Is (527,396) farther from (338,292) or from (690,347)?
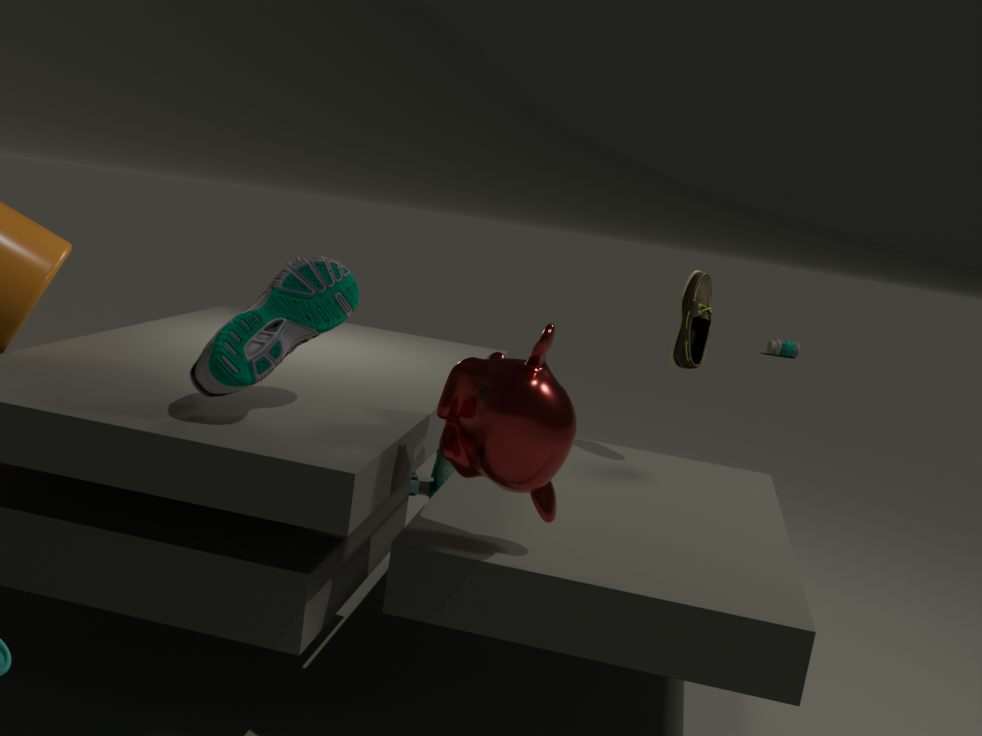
(690,347)
